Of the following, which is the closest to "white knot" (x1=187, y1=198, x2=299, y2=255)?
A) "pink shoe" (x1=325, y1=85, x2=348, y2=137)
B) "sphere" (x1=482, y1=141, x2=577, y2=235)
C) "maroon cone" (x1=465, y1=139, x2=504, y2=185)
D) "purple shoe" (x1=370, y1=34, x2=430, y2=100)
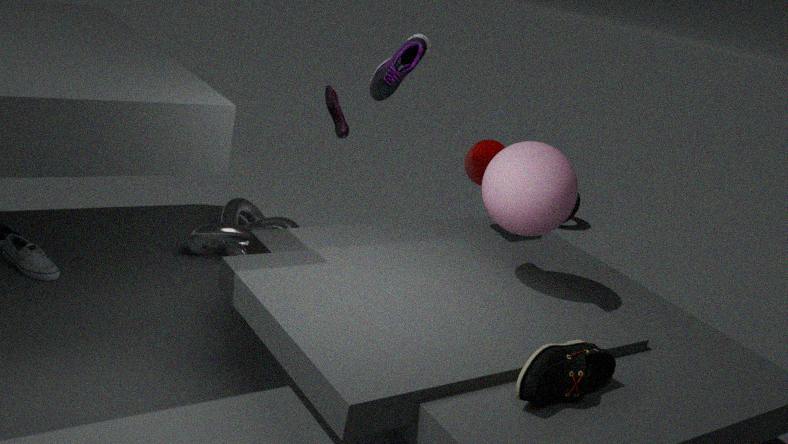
"pink shoe" (x1=325, y1=85, x2=348, y2=137)
